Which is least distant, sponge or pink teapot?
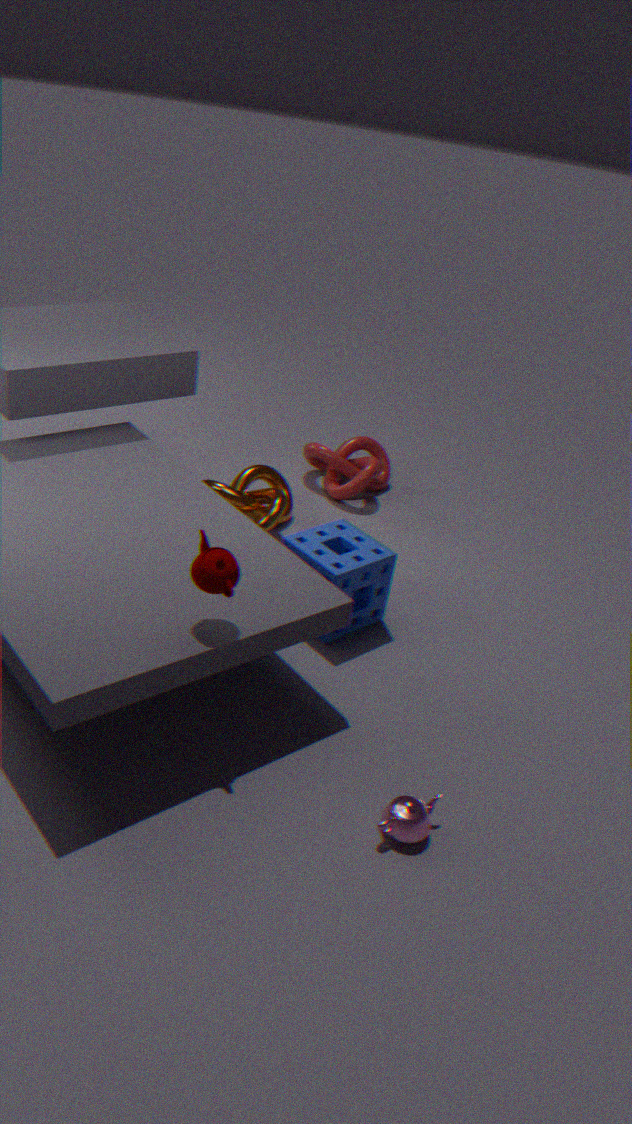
pink teapot
